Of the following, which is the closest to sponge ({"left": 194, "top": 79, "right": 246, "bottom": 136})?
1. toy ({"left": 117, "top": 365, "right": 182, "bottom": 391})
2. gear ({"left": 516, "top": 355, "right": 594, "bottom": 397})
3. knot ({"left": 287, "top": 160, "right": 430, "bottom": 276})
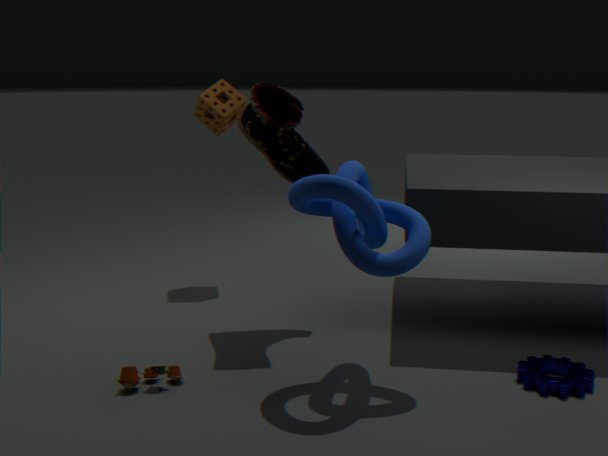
knot ({"left": 287, "top": 160, "right": 430, "bottom": 276})
